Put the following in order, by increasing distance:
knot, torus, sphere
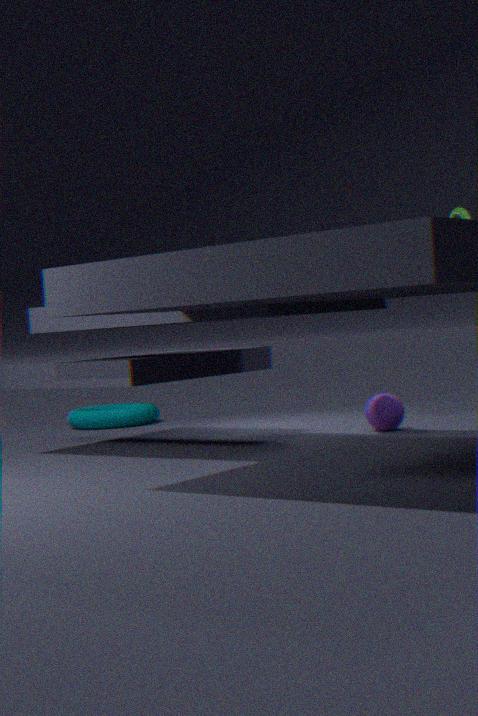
knot, sphere, torus
